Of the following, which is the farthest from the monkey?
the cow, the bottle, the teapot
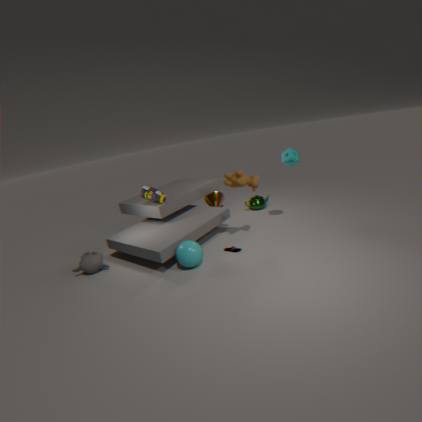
the teapot
